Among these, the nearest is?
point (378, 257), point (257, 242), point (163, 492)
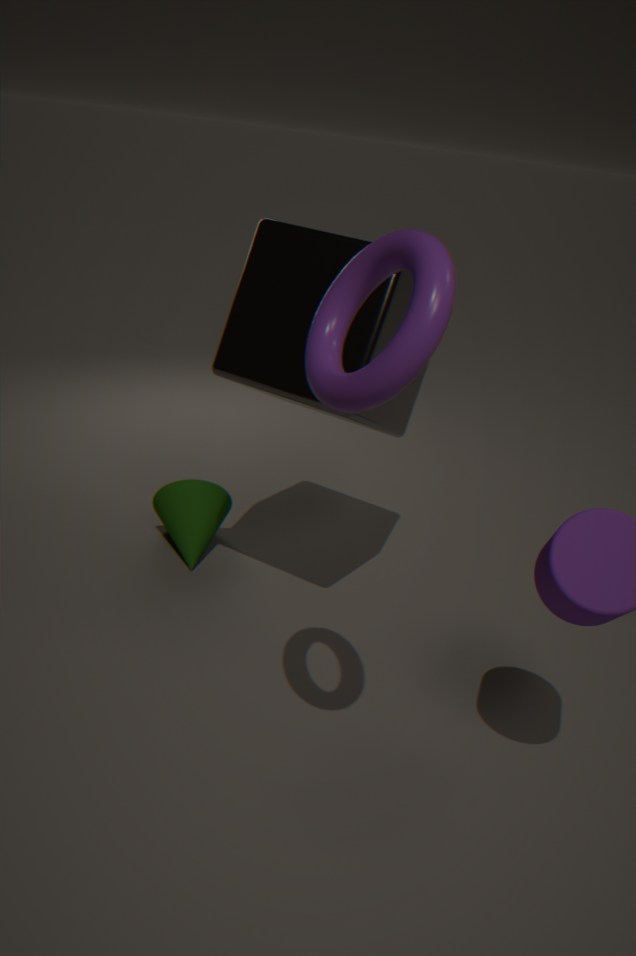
point (378, 257)
